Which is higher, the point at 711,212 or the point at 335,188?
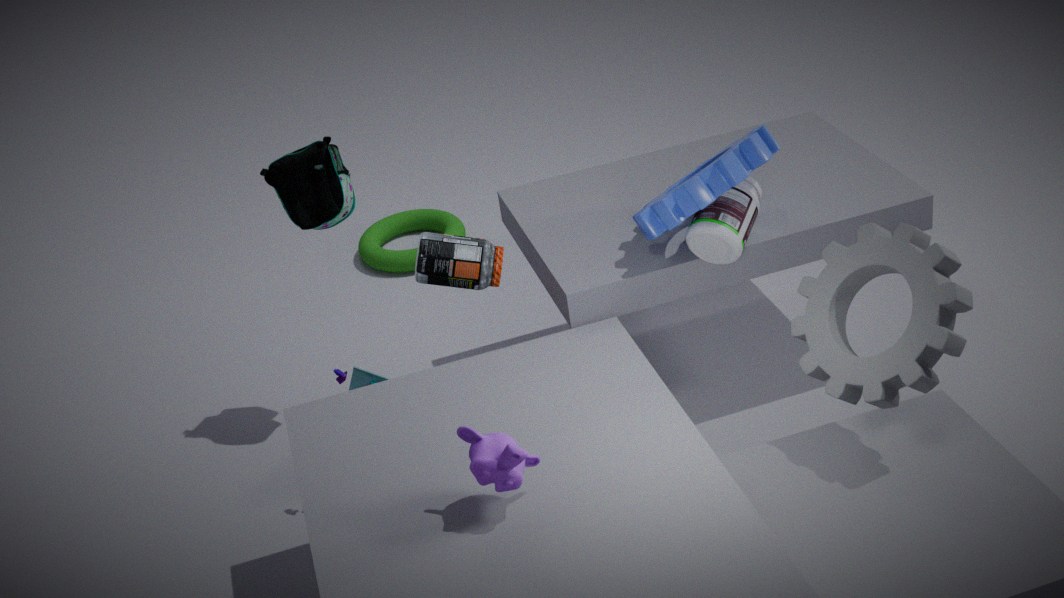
the point at 335,188
